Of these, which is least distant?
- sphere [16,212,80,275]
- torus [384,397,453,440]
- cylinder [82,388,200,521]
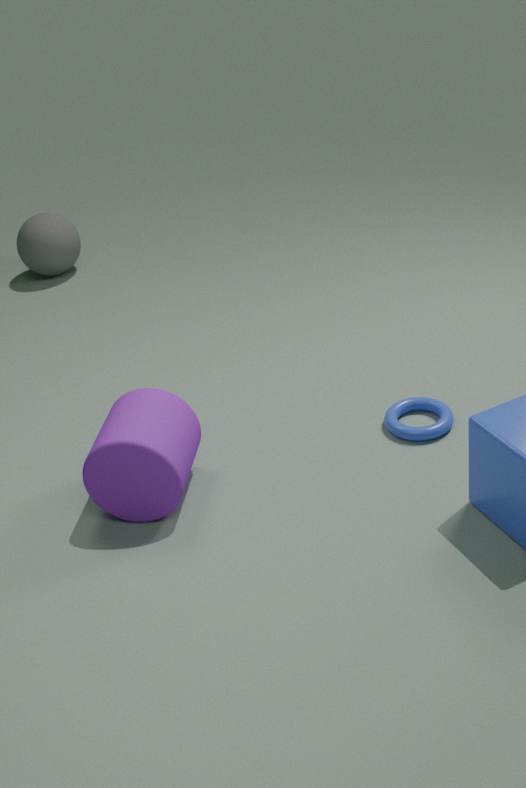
cylinder [82,388,200,521]
